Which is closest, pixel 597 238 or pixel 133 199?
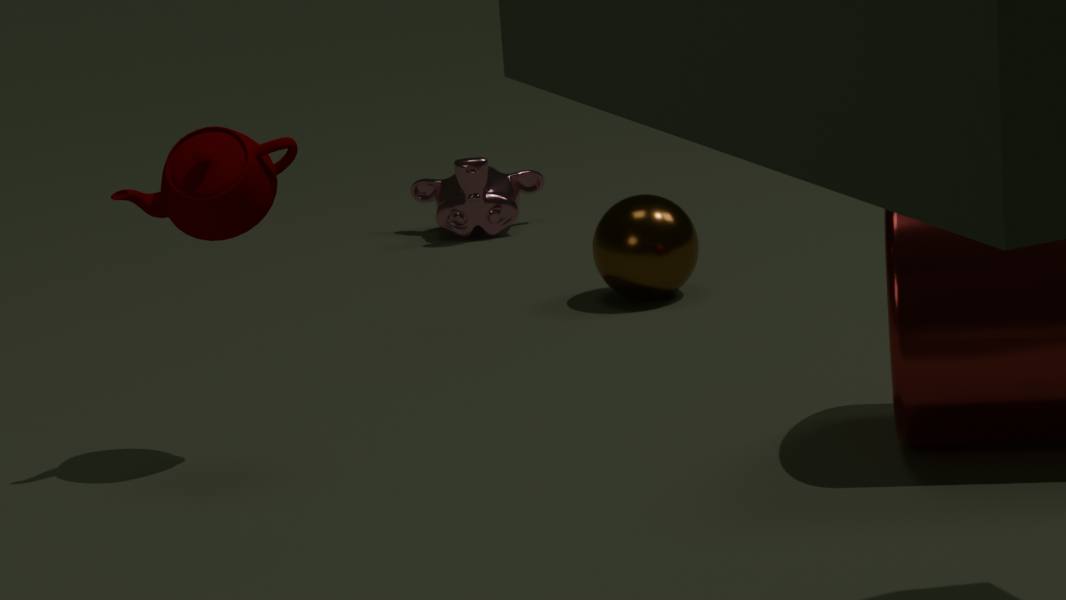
pixel 133 199
